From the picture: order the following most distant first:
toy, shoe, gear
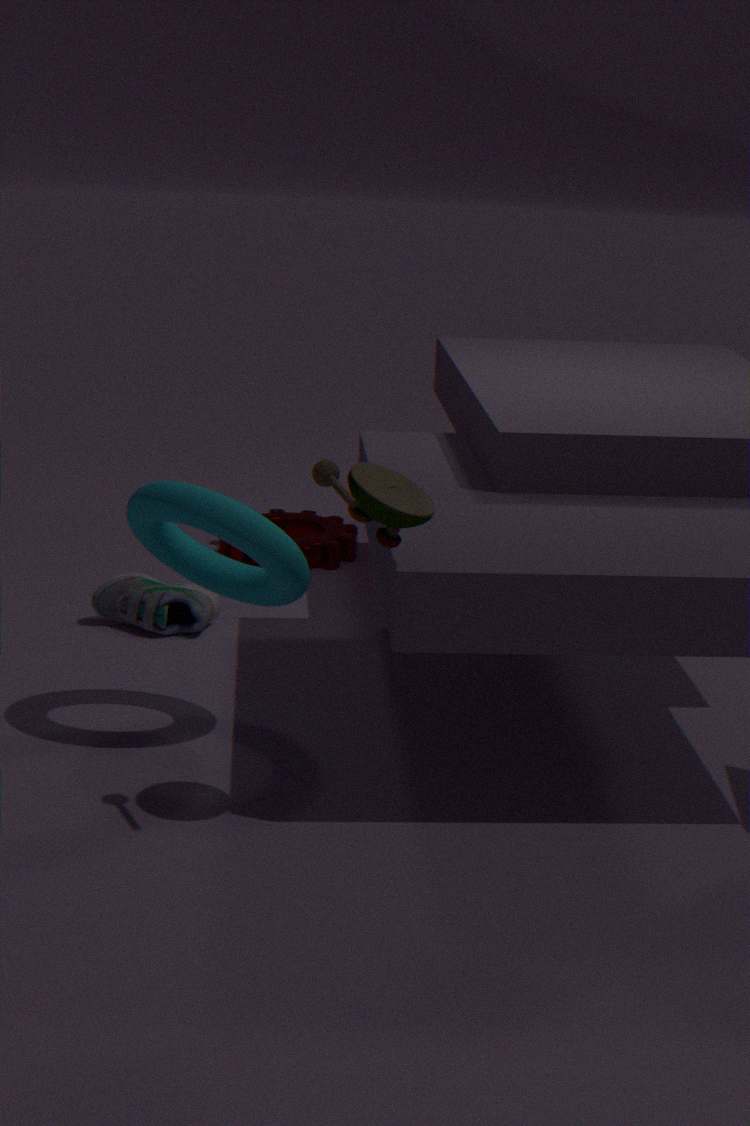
gear < shoe < toy
